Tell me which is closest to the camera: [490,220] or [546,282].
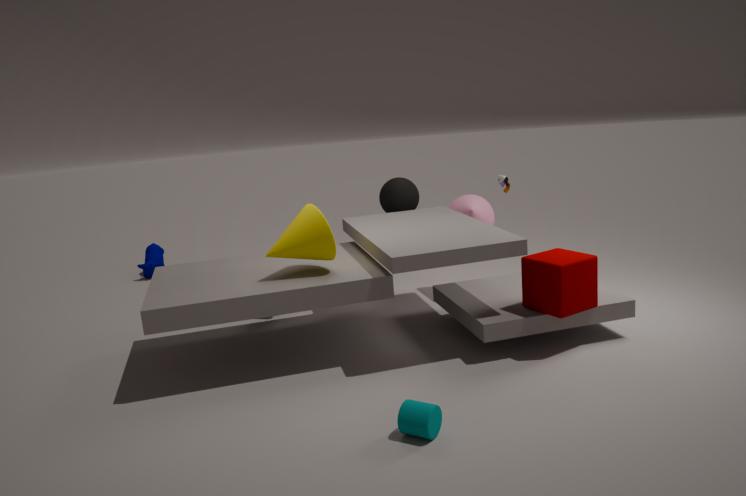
[546,282]
